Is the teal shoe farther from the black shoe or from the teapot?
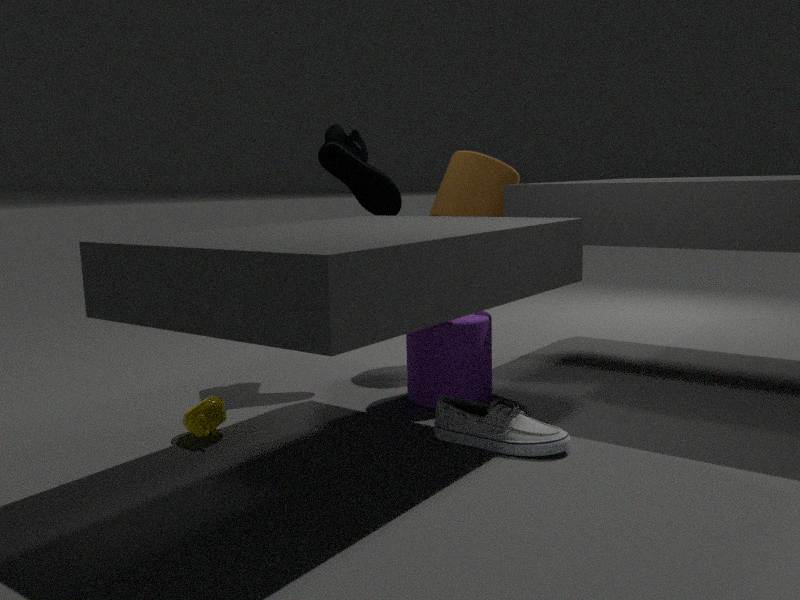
the teapot
